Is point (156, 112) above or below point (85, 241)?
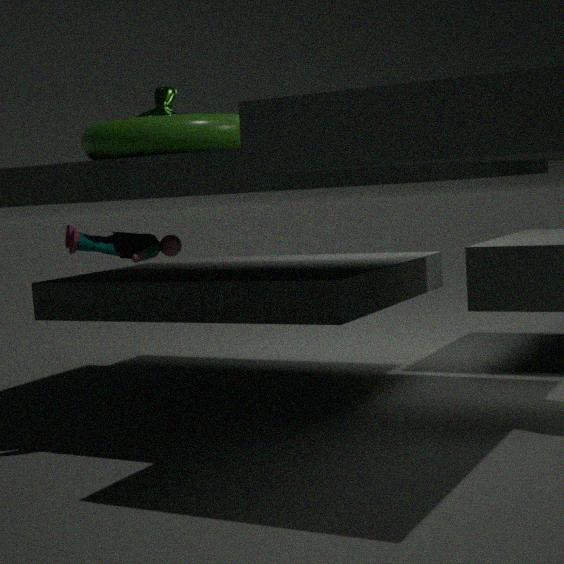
above
